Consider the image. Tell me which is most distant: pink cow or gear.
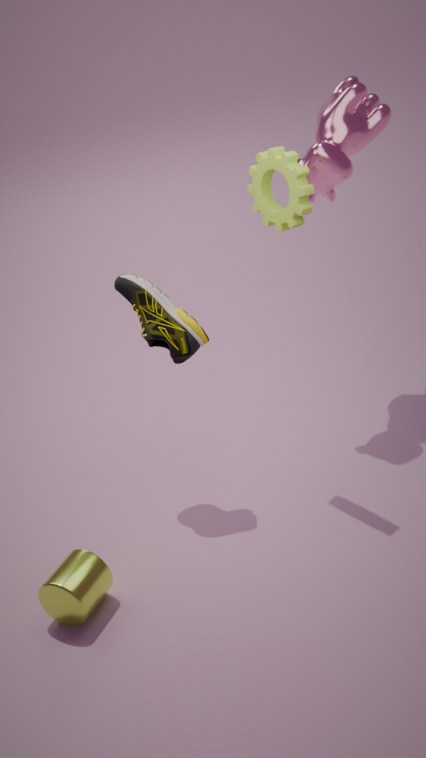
pink cow
